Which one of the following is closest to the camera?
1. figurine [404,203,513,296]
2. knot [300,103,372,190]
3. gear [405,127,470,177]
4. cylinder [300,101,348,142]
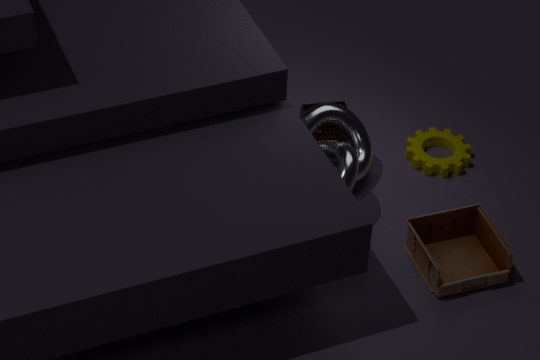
figurine [404,203,513,296]
